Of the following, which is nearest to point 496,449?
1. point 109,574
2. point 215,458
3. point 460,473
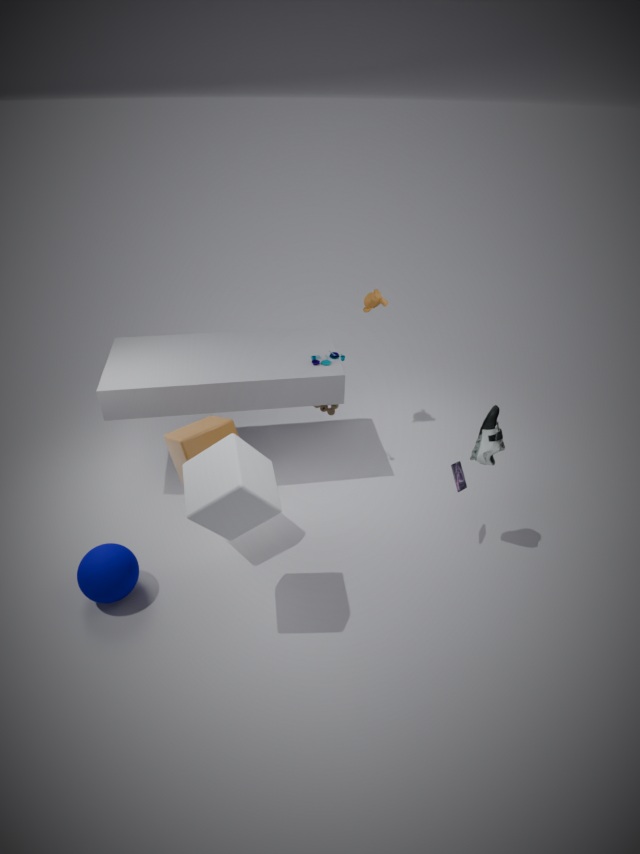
point 460,473
